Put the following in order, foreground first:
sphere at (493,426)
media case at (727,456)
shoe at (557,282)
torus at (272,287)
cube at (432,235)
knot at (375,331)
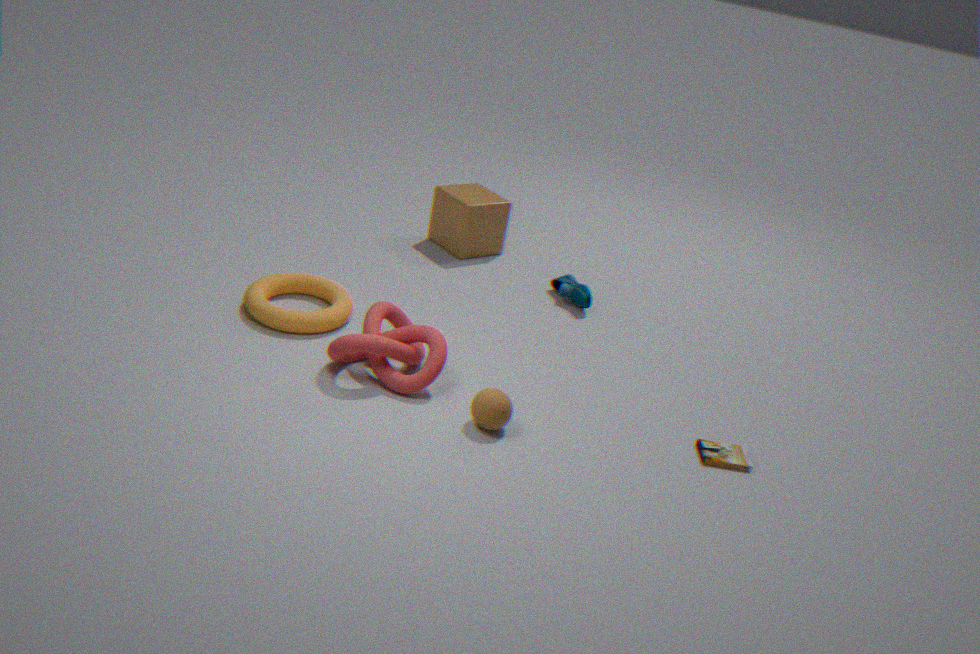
sphere at (493,426) → knot at (375,331) → media case at (727,456) → torus at (272,287) → shoe at (557,282) → cube at (432,235)
